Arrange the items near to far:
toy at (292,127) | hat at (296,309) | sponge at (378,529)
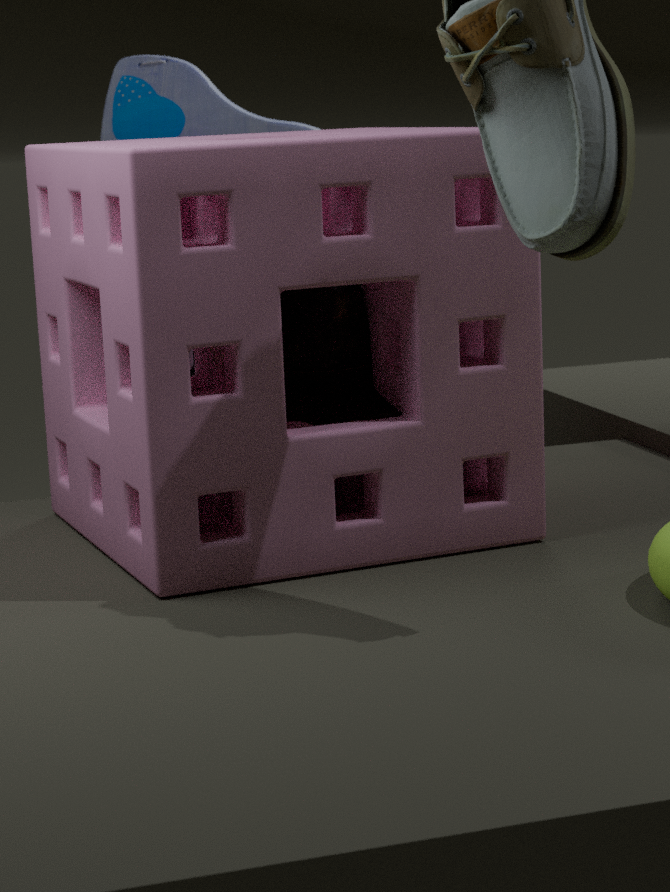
sponge at (378,529), hat at (296,309), toy at (292,127)
